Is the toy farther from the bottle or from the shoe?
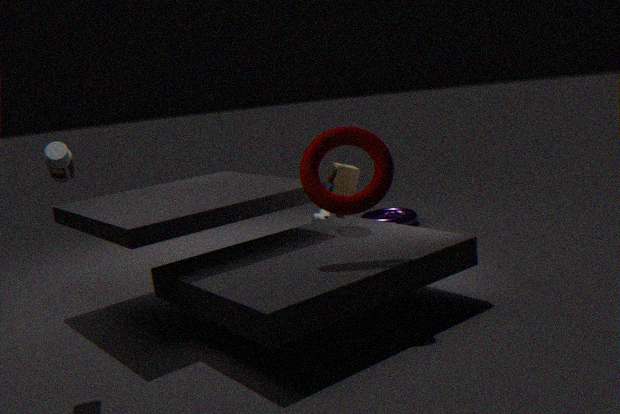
the bottle
